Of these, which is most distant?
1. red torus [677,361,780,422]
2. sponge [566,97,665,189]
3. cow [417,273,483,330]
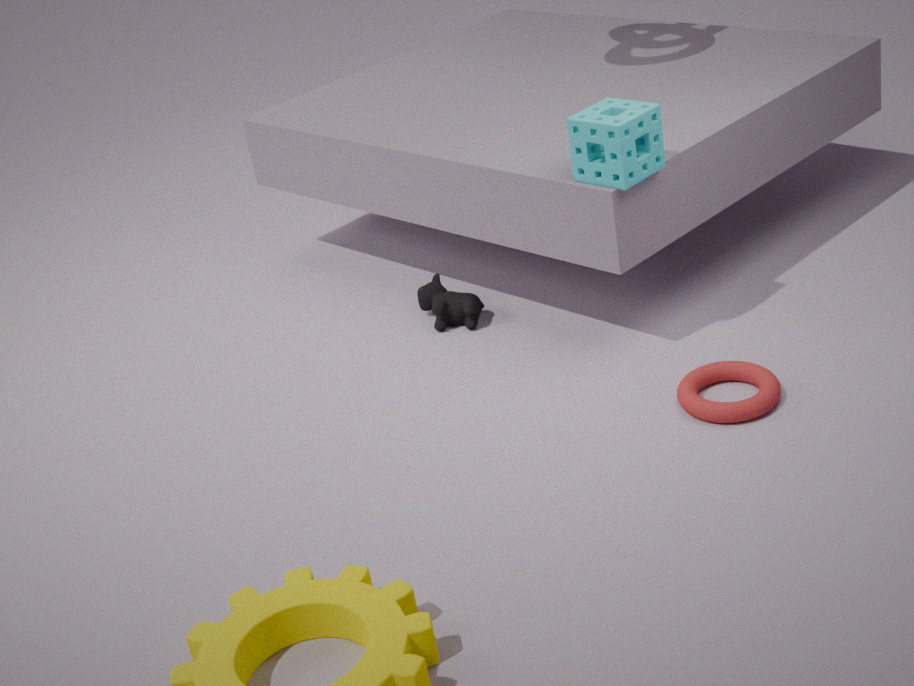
cow [417,273,483,330]
